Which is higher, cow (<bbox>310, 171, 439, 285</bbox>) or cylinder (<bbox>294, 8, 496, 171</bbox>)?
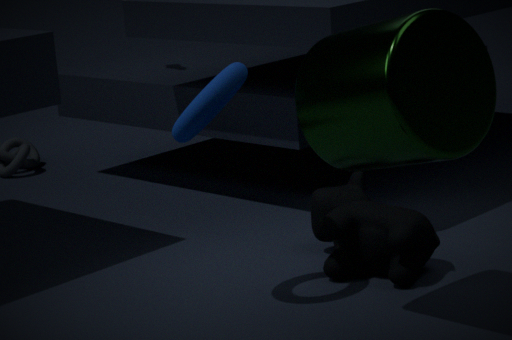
cylinder (<bbox>294, 8, 496, 171</bbox>)
